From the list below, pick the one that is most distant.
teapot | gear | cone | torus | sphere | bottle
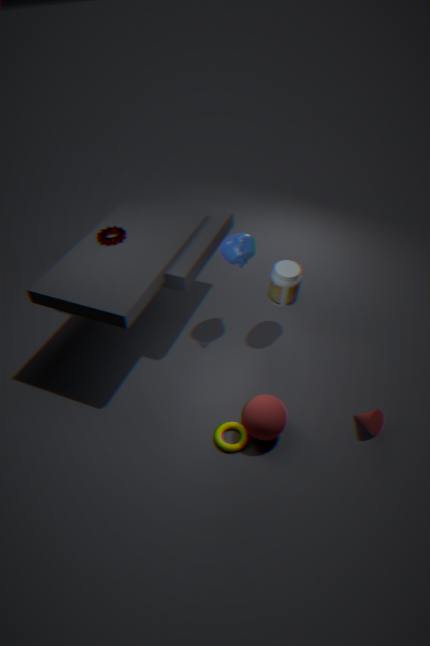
gear
